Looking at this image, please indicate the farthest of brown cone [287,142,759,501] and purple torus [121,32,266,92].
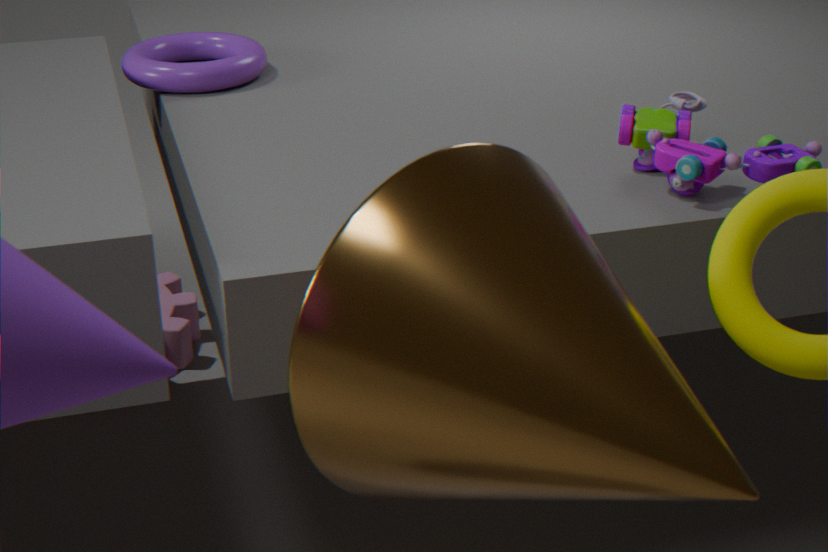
purple torus [121,32,266,92]
